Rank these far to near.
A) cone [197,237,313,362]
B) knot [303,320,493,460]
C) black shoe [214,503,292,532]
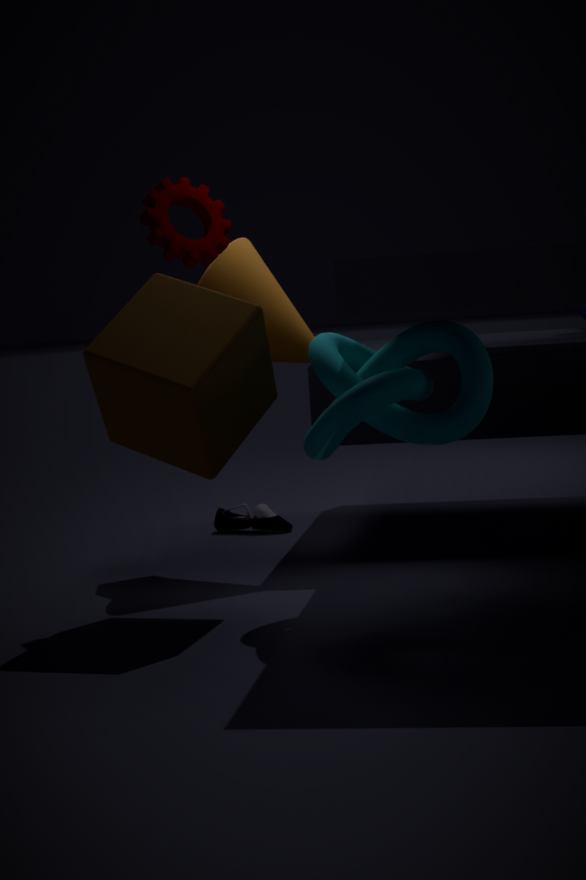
black shoe [214,503,292,532] → cone [197,237,313,362] → knot [303,320,493,460]
